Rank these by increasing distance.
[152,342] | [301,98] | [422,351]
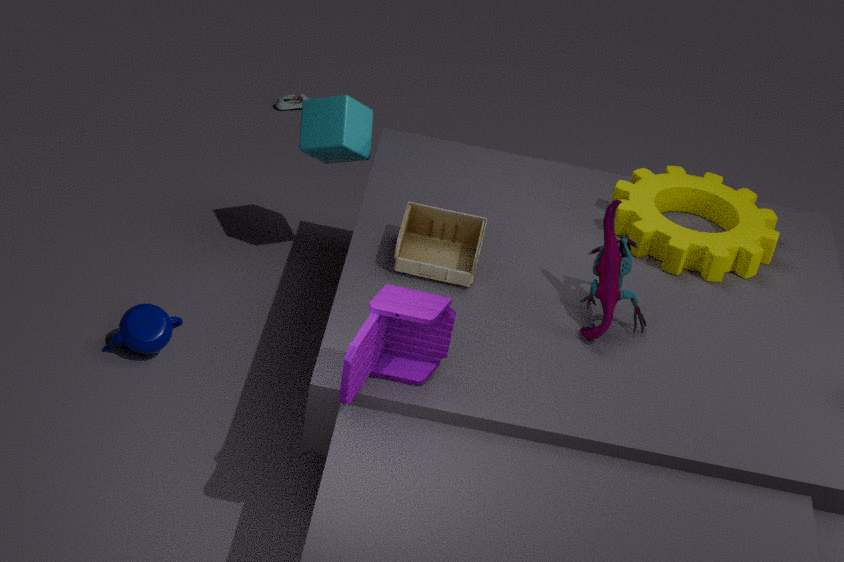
[422,351] → [152,342] → [301,98]
